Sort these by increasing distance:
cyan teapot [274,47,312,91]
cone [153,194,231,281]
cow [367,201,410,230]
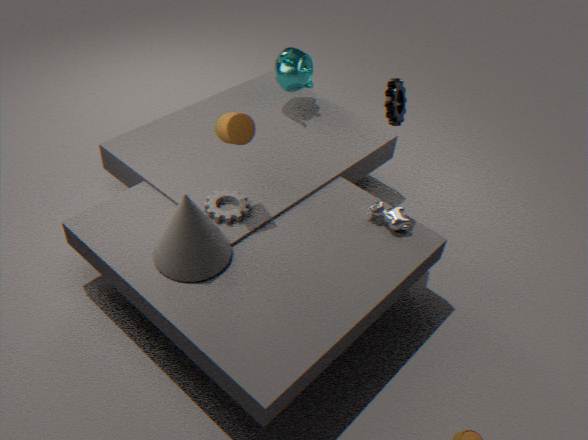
1. cone [153,194,231,281]
2. cow [367,201,410,230]
3. cyan teapot [274,47,312,91]
